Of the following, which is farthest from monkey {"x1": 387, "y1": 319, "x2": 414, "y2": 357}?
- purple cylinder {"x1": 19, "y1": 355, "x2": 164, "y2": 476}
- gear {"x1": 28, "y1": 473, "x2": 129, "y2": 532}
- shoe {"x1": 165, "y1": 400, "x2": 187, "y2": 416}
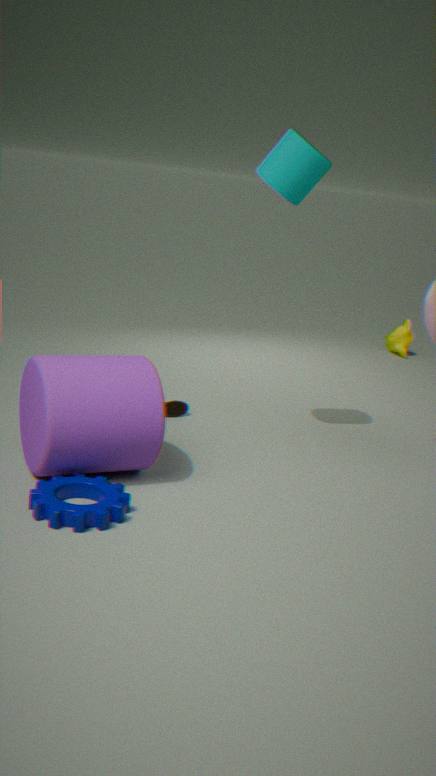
gear {"x1": 28, "y1": 473, "x2": 129, "y2": 532}
